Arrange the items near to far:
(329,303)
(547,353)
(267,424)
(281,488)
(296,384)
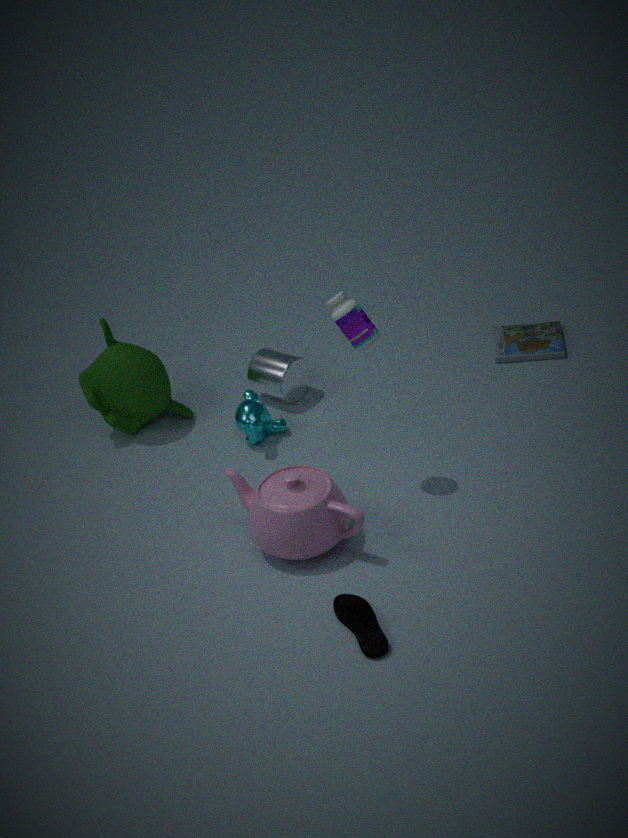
(281,488), (329,303), (267,424), (296,384), (547,353)
